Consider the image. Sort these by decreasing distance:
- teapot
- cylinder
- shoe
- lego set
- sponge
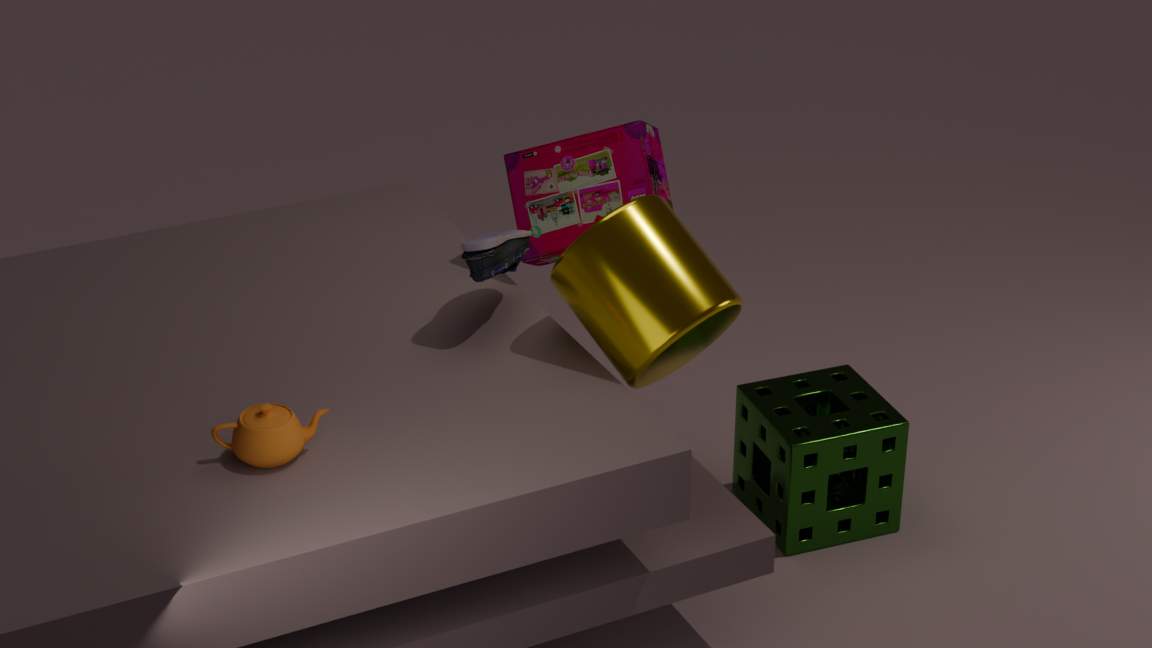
sponge
lego set
shoe
cylinder
teapot
